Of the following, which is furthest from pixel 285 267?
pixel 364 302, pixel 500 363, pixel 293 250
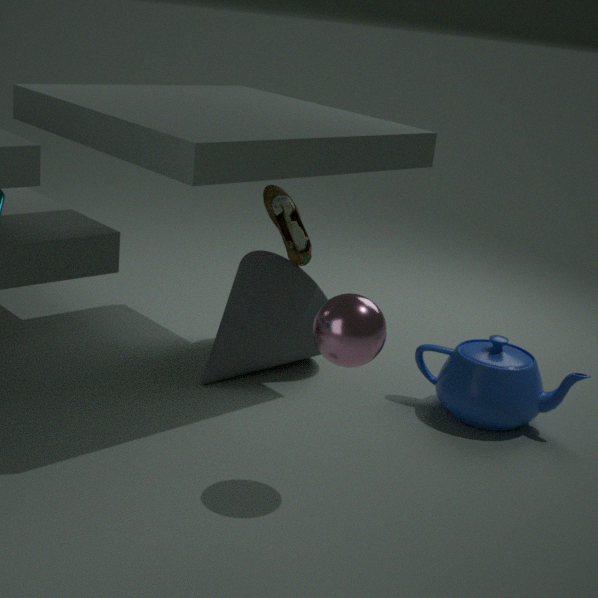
pixel 364 302
